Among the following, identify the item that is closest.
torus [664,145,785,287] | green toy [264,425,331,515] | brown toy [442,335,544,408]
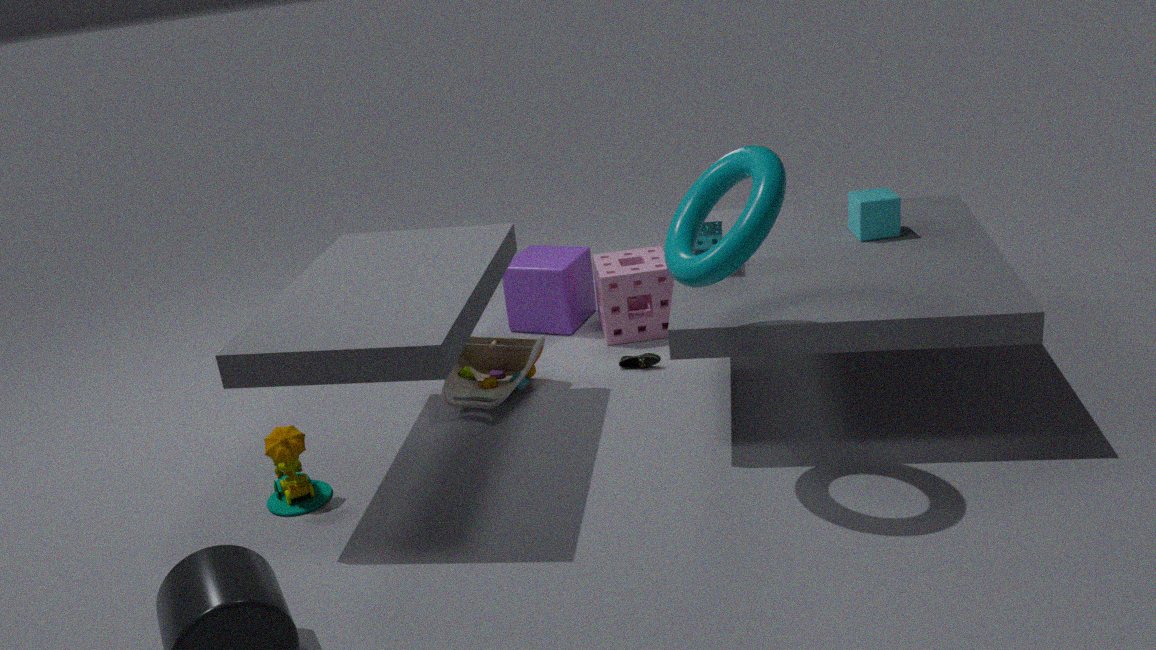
torus [664,145,785,287]
